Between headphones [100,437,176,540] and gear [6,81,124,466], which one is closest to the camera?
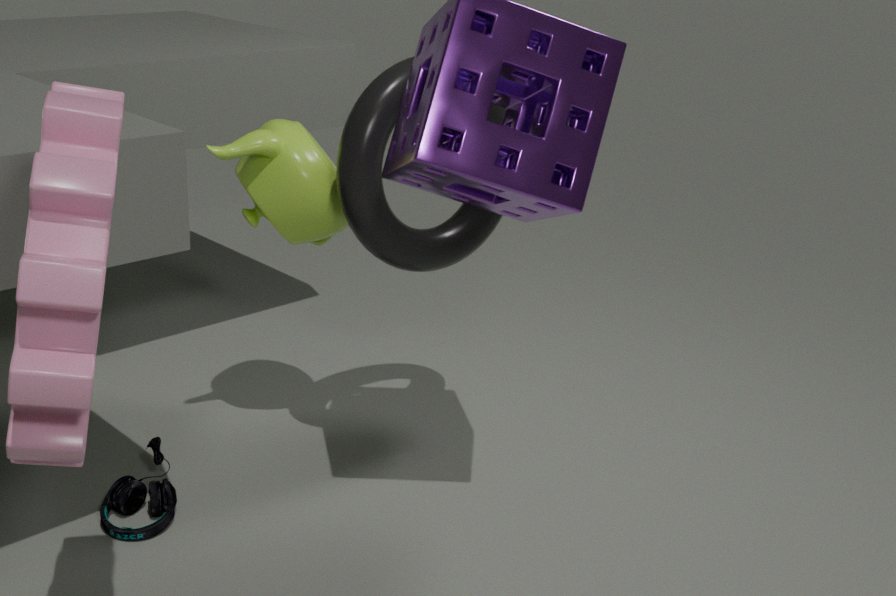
gear [6,81,124,466]
